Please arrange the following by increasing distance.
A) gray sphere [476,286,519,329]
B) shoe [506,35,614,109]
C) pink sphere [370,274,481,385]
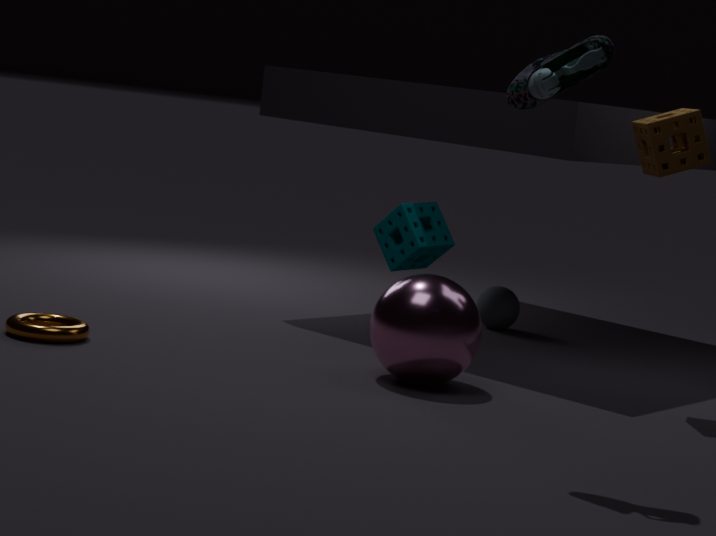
shoe [506,35,614,109] → pink sphere [370,274,481,385] → gray sphere [476,286,519,329]
